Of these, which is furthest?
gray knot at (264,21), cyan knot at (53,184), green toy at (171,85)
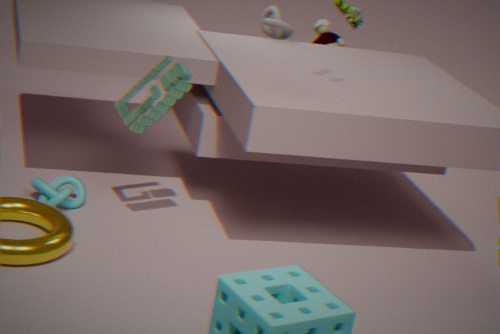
gray knot at (264,21)
